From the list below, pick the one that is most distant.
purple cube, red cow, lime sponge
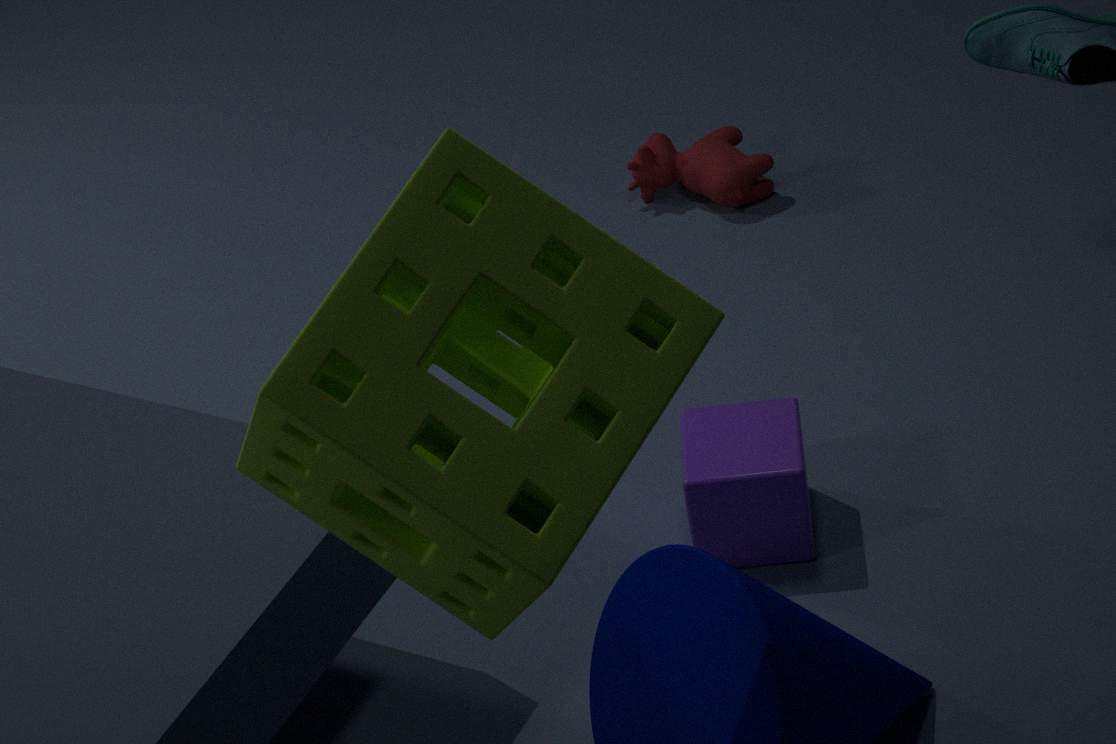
red cow
